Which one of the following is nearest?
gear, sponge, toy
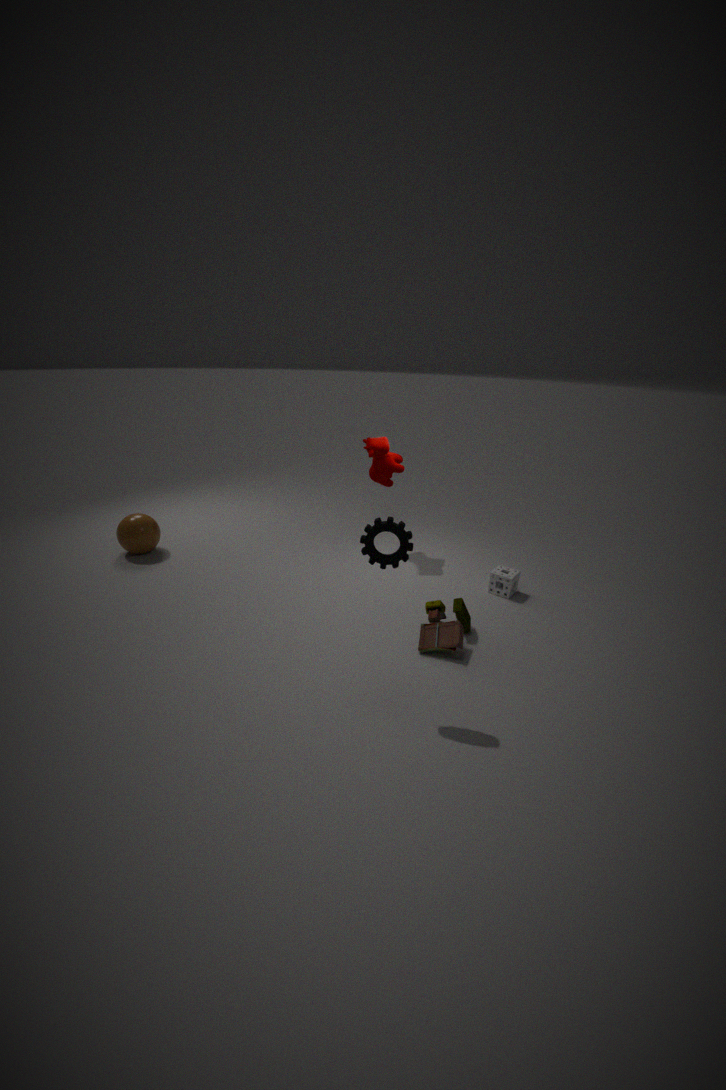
gear
